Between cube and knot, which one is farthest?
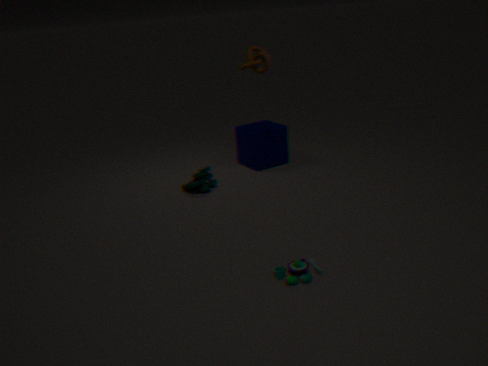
cube
